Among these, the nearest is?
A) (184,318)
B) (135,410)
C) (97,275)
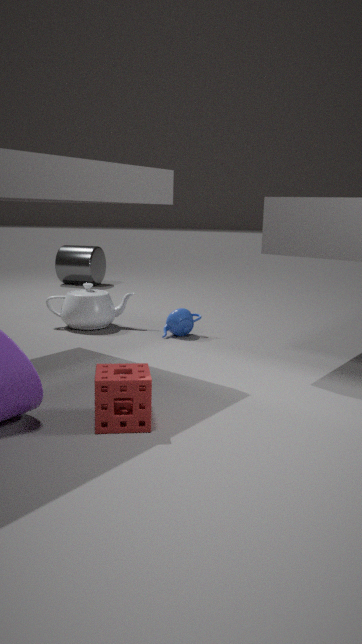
(135,410)
